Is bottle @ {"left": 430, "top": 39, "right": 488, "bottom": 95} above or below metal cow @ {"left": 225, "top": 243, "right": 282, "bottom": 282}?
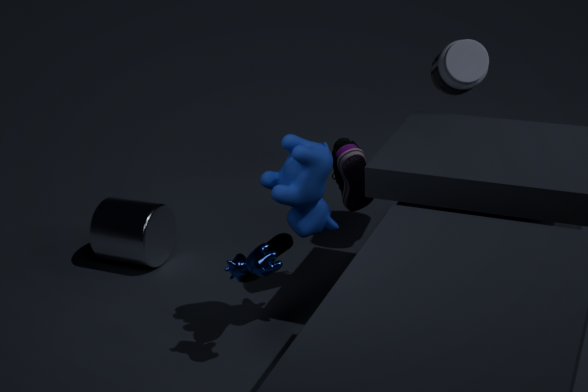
above
